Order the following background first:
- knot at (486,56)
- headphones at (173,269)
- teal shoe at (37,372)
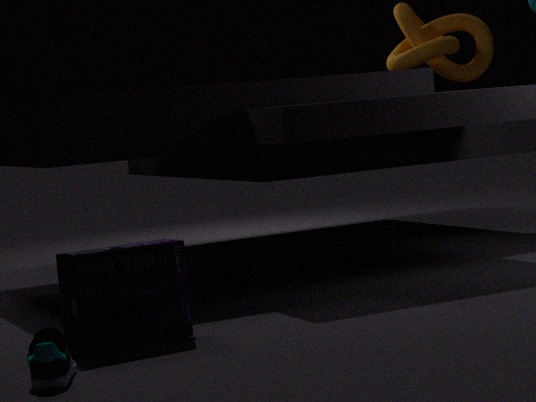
knot at (486,56)
headphones at (173,269)
teal shoe at (37,372)
